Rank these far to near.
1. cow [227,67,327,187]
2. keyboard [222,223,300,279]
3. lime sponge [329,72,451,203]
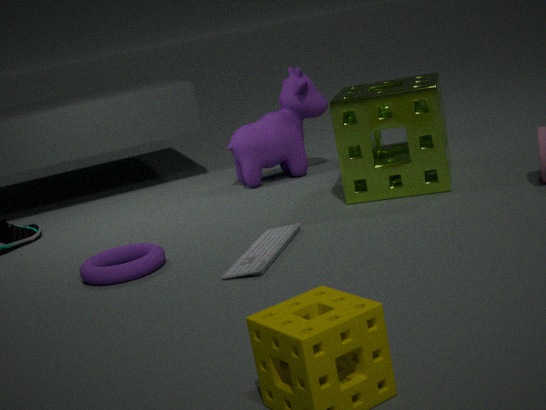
cow [227,67,327,187]
lime sponge [329,72,451,203]
keyboard [222,223,300,279]
